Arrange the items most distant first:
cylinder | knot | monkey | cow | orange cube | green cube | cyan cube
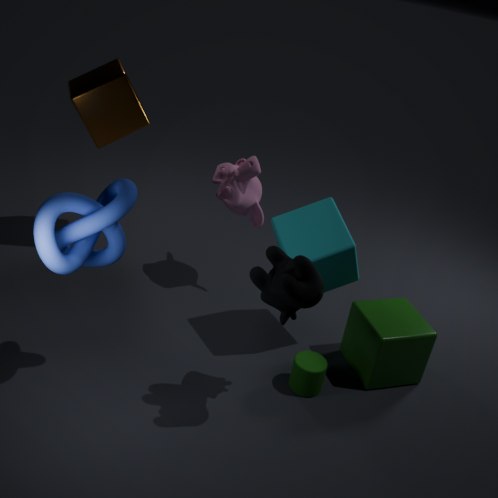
orange cube → monkey → green cube → cylinder → cyan cube → cow → knot
